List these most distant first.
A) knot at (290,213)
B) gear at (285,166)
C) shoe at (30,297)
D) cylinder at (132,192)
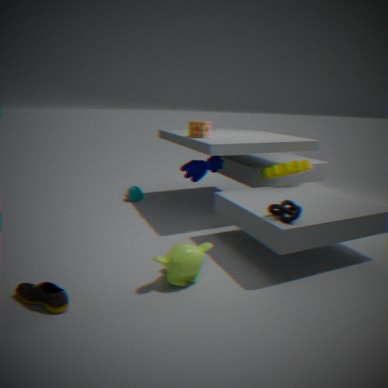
cylinder at (132,192), gear at (285,166), knot at (290,213), shoe at (30,297)
